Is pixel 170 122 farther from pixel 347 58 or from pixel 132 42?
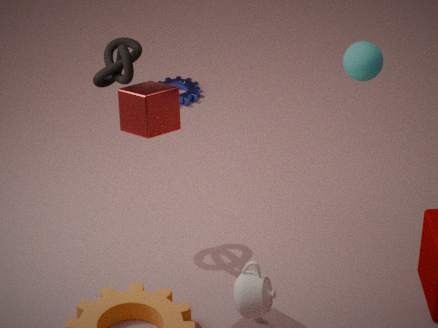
pixel 347 58
